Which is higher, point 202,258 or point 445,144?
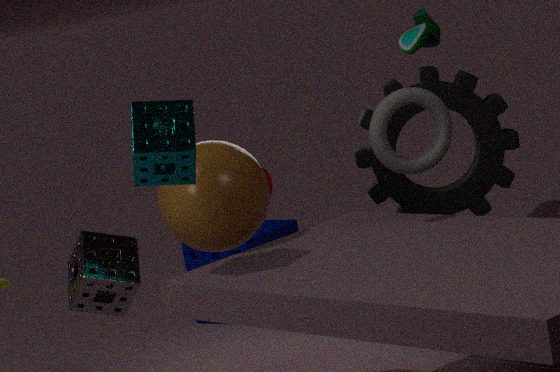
point 445,144
